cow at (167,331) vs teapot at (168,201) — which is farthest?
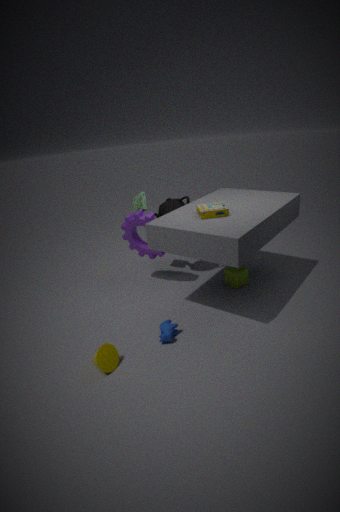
teapot at (168,201)
